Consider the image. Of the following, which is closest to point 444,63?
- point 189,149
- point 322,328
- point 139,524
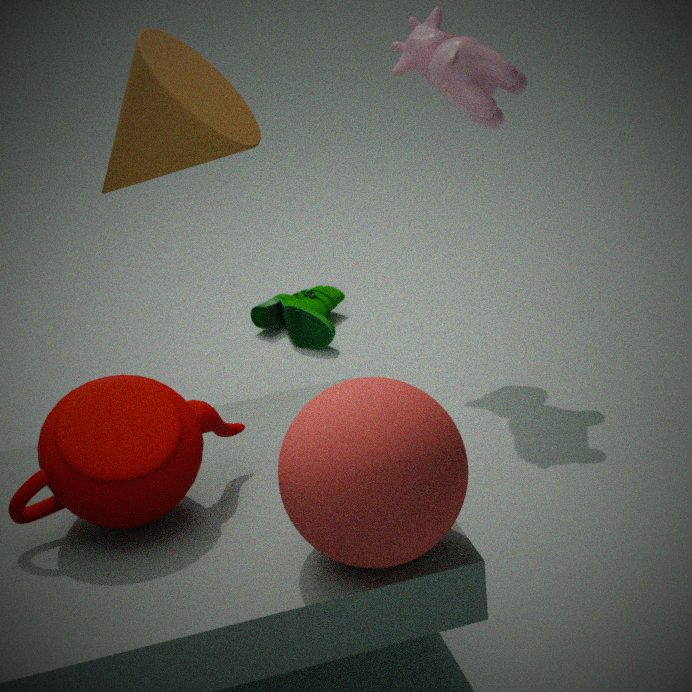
point 189,149
